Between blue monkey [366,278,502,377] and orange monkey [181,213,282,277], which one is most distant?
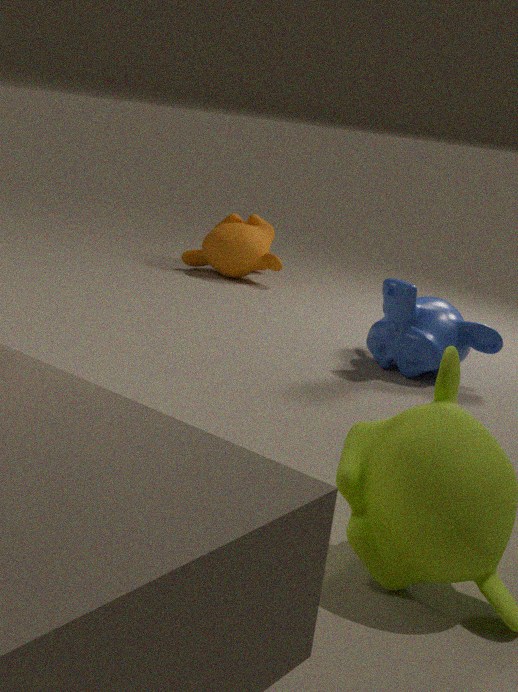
orange monkey [181,213,282,277]
